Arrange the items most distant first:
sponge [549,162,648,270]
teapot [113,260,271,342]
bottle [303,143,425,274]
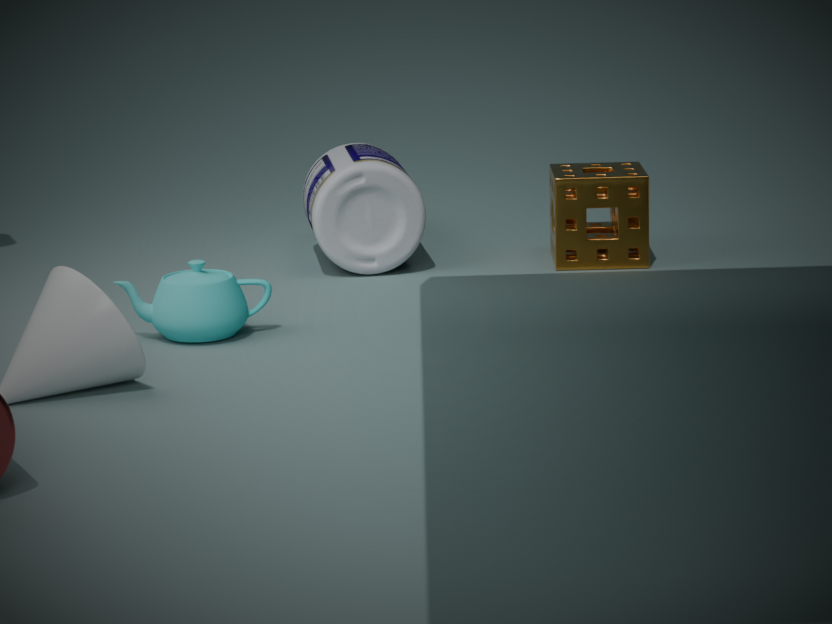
sponge [549,162,648,270] → bottle [303,143,425,274] → teapot [113,260,271,342]
